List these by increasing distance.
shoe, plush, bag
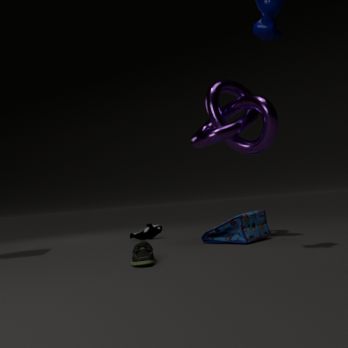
shoe → bag → plush
